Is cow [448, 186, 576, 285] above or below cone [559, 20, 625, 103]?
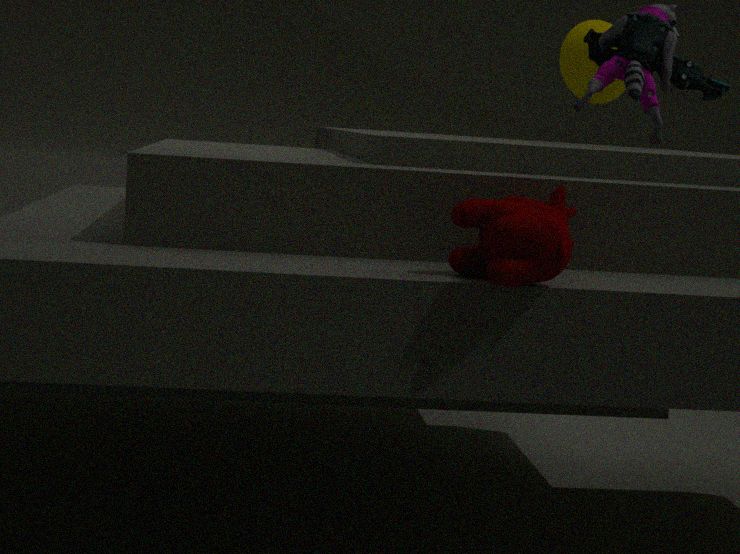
below
